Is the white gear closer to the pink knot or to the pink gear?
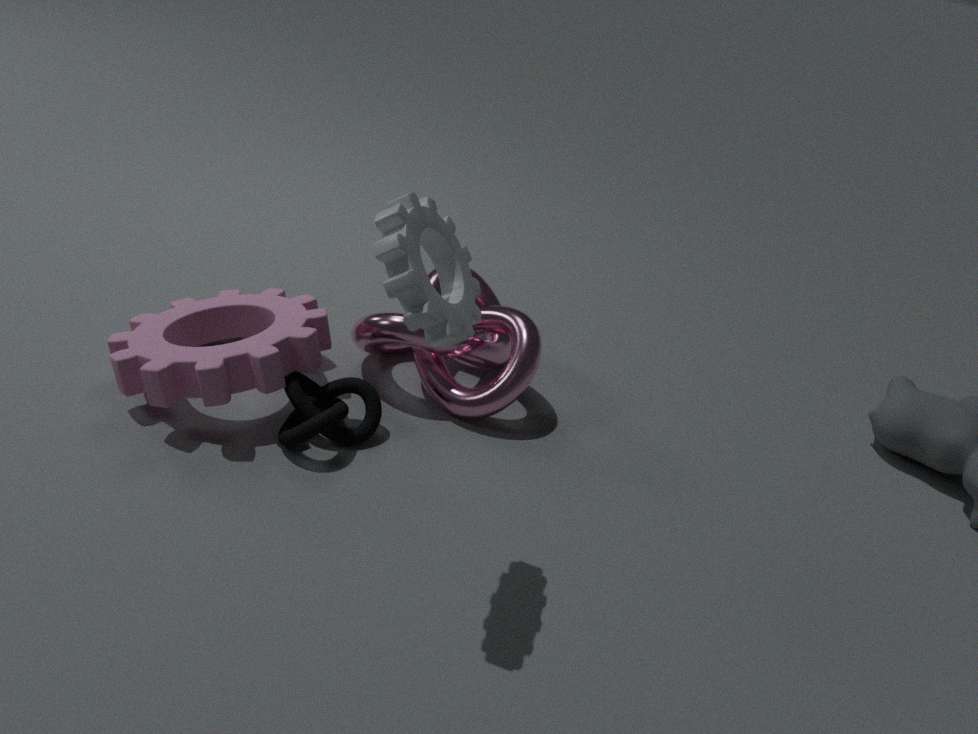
the pink knot
